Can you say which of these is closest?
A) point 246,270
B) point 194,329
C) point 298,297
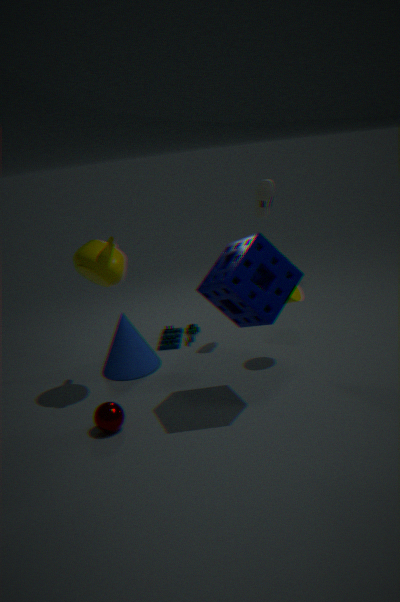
point 246,270
